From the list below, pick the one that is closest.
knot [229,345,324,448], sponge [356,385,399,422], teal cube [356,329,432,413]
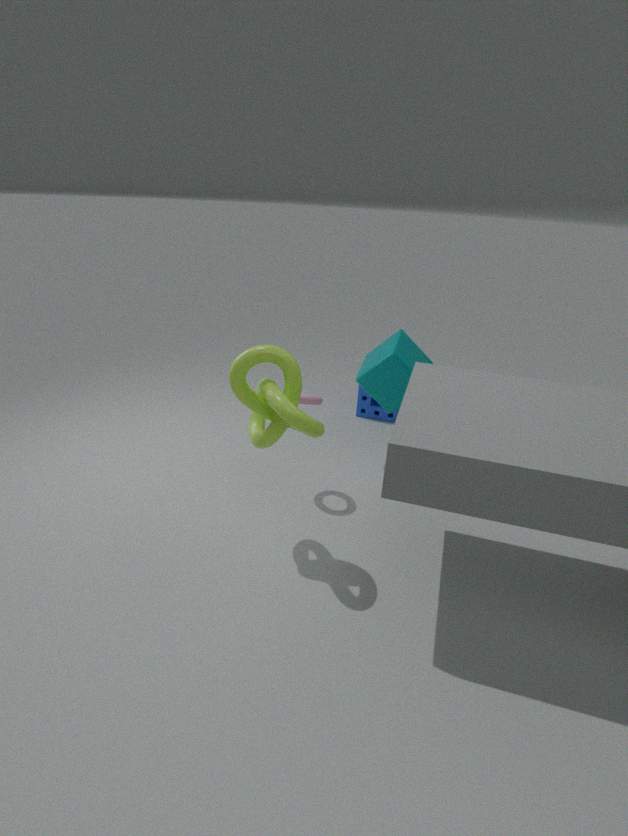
knot [229,345,324,448]
